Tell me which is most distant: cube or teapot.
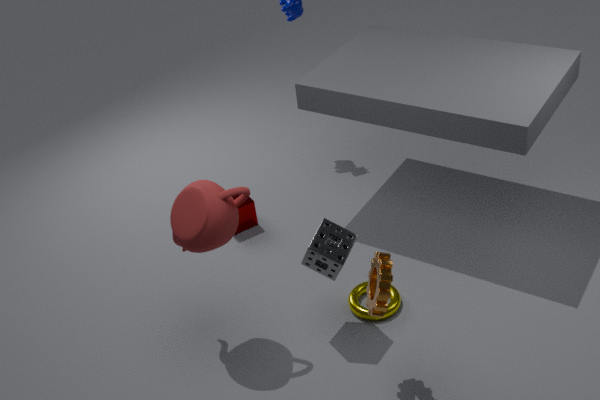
cube
